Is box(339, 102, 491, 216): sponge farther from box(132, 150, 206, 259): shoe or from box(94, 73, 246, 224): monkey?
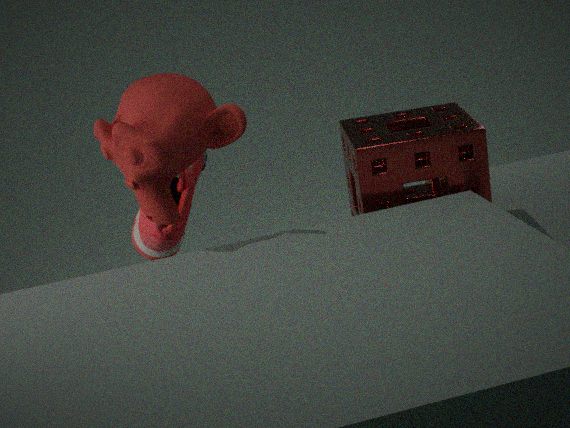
box(132, 150, 206, 259): shoe
